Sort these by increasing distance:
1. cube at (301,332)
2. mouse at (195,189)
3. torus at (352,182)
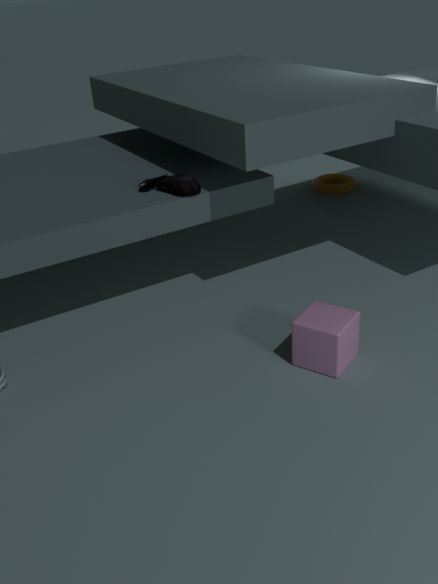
cube at (301,332) → mouse at (195,189) → torus at (352,182)
